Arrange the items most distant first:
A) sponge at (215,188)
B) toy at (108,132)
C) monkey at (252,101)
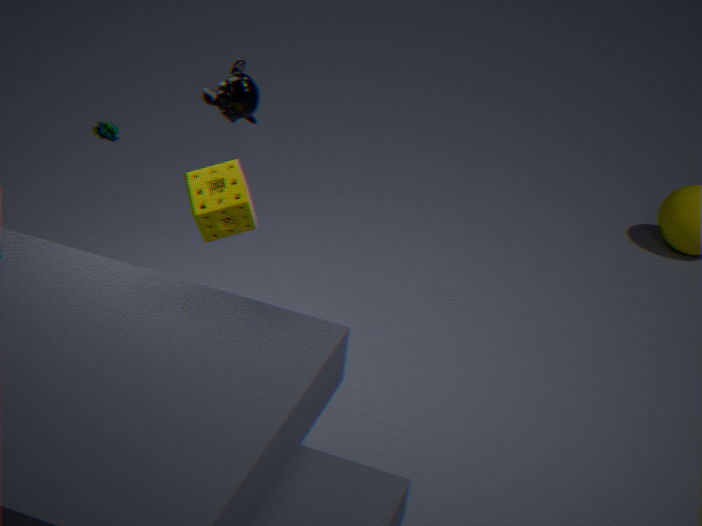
toy at (108,132) → monkey at (252,101) → sponge at (215,188)
